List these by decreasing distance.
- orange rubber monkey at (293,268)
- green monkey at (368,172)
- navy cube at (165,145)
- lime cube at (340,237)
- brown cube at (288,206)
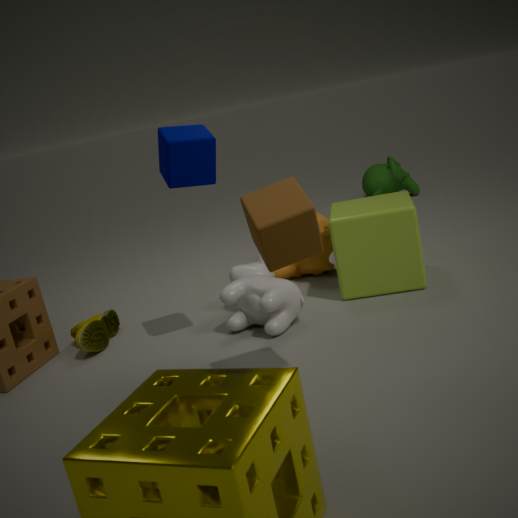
green monkey at (368,172), orange rubber monkey at (293,268), lime cube at (340,237), navy cube at (165,145), brown cube at (288,206)
